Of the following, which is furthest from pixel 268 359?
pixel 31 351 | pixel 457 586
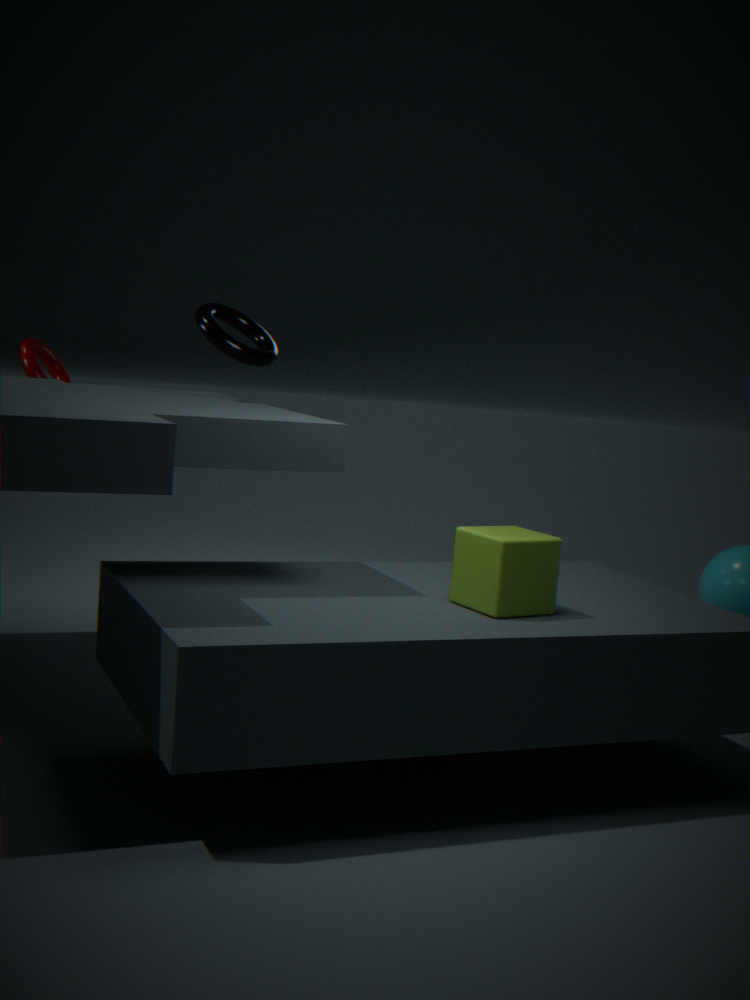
pixel 457 586
